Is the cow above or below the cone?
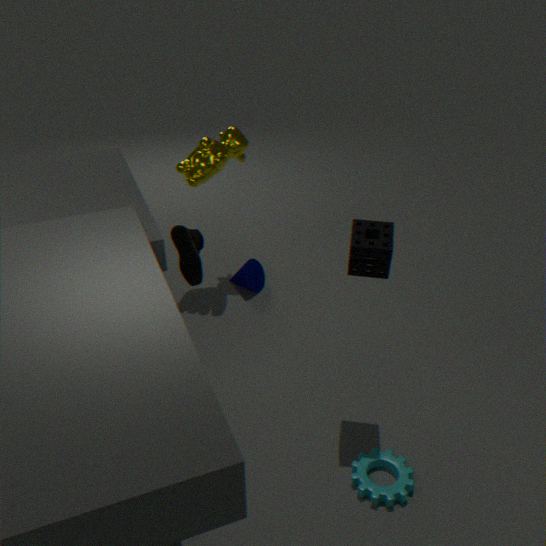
above
